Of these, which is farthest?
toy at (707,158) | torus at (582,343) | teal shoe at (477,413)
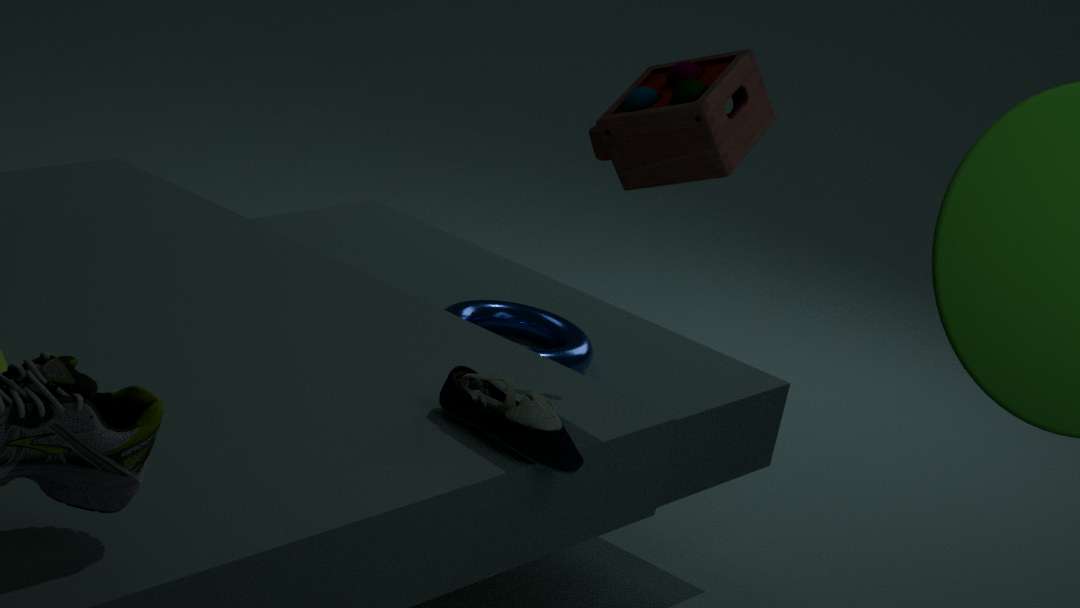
torus at (582,343)
